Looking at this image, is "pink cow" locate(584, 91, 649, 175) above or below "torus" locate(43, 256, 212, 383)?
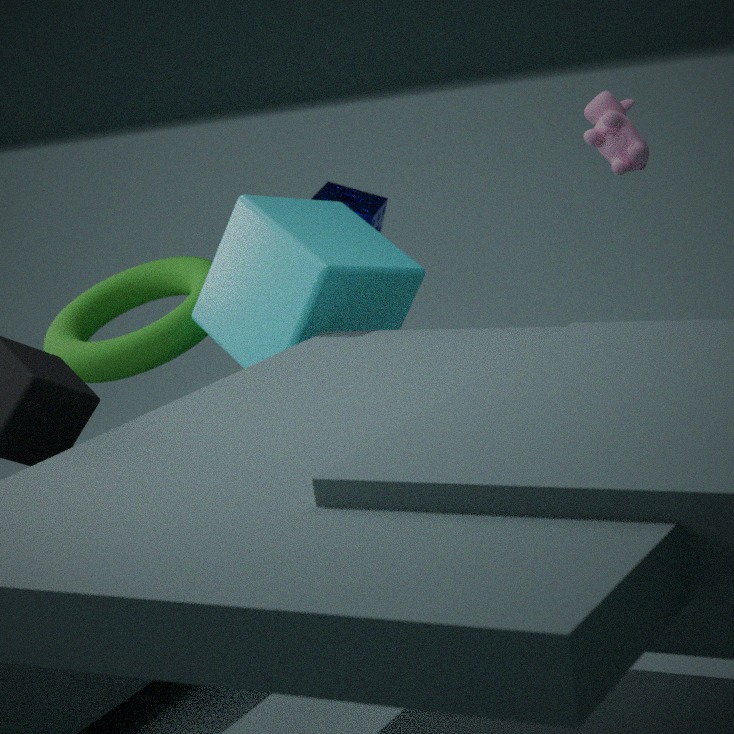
above
